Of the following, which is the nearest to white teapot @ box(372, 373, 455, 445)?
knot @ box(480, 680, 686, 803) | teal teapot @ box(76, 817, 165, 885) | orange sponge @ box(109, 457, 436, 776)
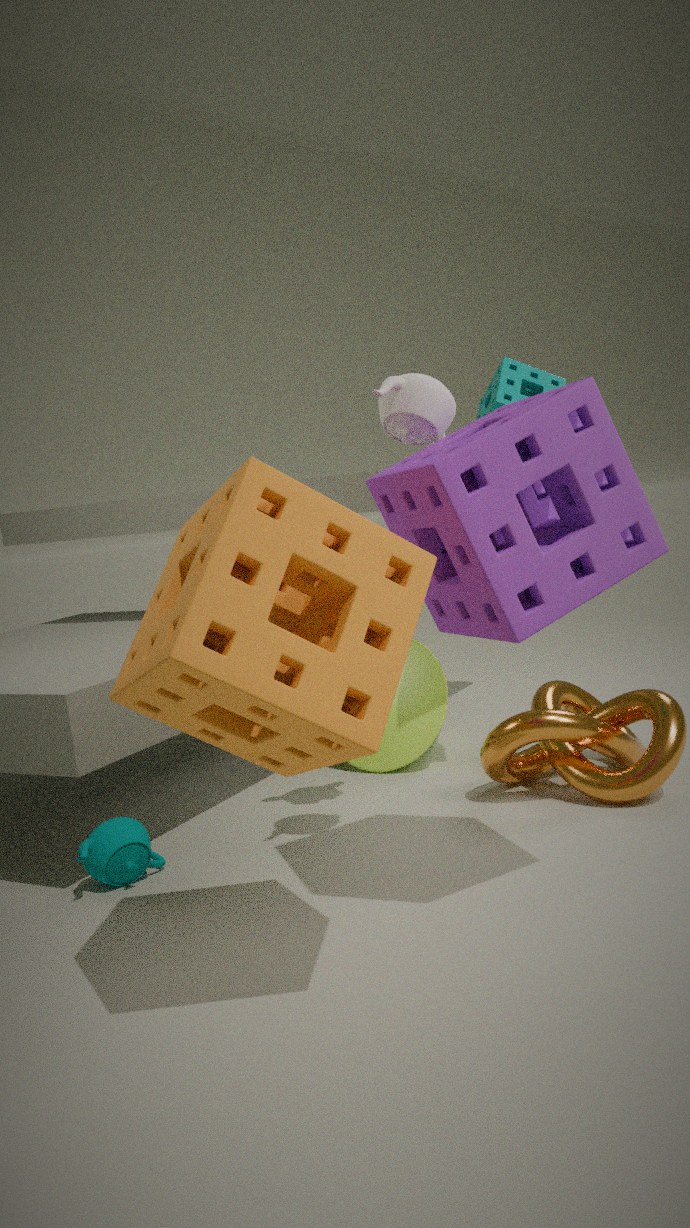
orange sponge @ box(109, 457, 436, 776)
